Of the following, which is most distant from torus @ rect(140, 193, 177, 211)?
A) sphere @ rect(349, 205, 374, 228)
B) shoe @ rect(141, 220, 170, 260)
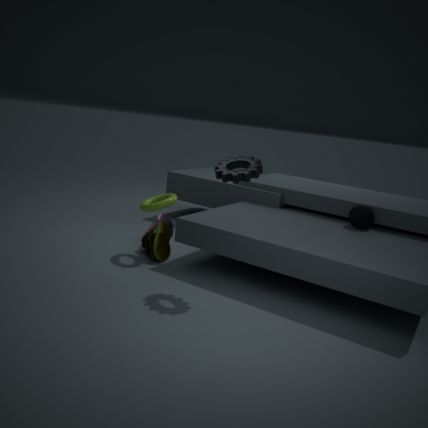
sphere @ rect(349, 205, 374, 228)
